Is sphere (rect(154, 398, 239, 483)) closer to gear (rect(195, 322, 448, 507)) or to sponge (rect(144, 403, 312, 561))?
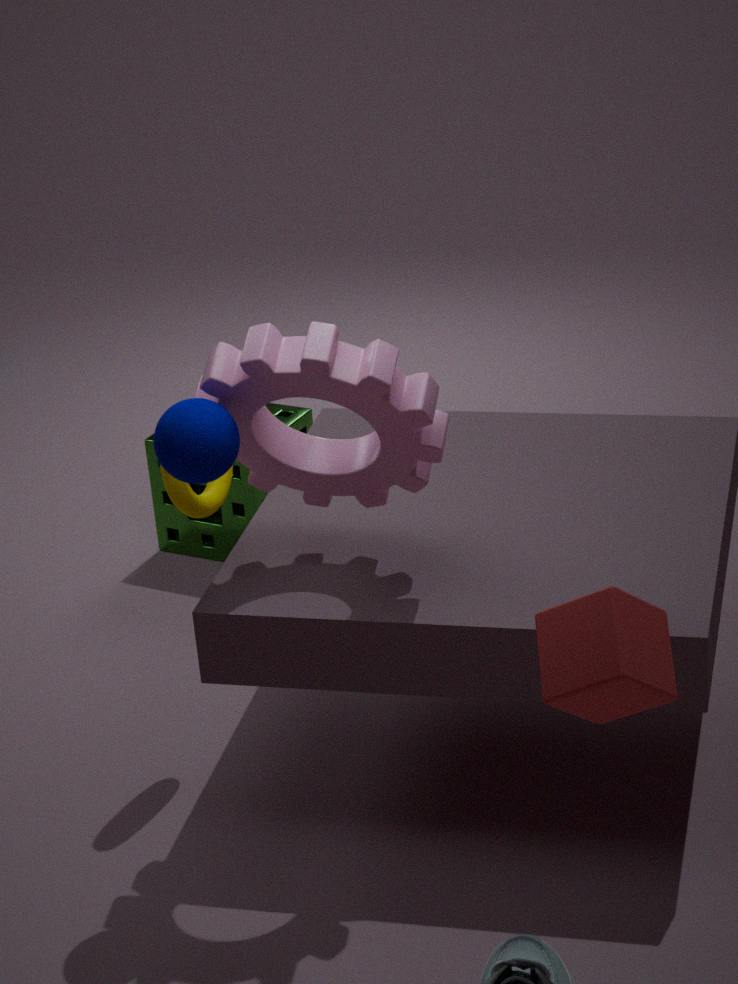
gear (rect(195, 322, 448, 507))
